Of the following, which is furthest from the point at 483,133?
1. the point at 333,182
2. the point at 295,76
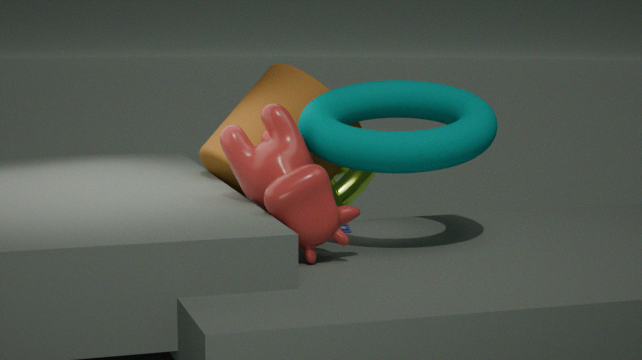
the point at 333,182
